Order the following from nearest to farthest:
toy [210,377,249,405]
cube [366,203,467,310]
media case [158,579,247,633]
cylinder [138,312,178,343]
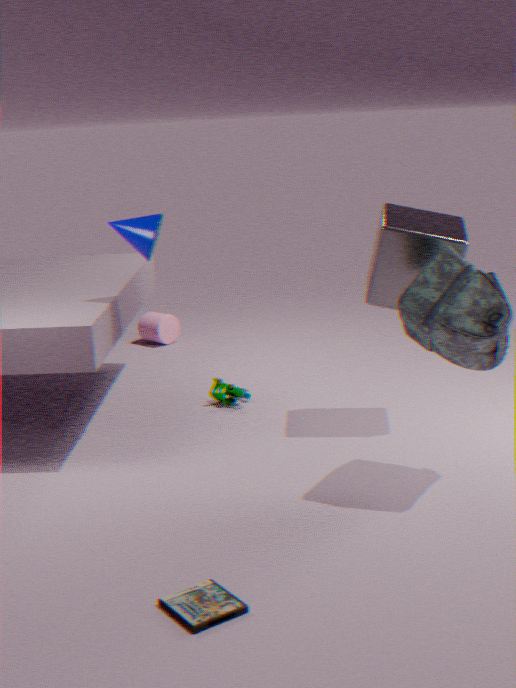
media case [158,579,247,633], cube [366,203,467,310], toy [210,377,249,405], cylinder [138,312,178,343]
